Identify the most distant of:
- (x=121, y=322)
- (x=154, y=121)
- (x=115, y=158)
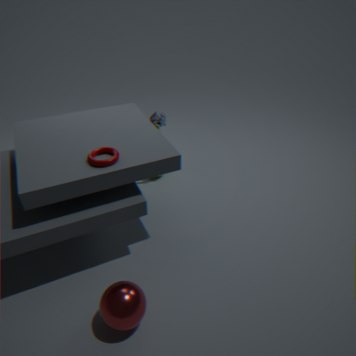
(x=154, y=121)
